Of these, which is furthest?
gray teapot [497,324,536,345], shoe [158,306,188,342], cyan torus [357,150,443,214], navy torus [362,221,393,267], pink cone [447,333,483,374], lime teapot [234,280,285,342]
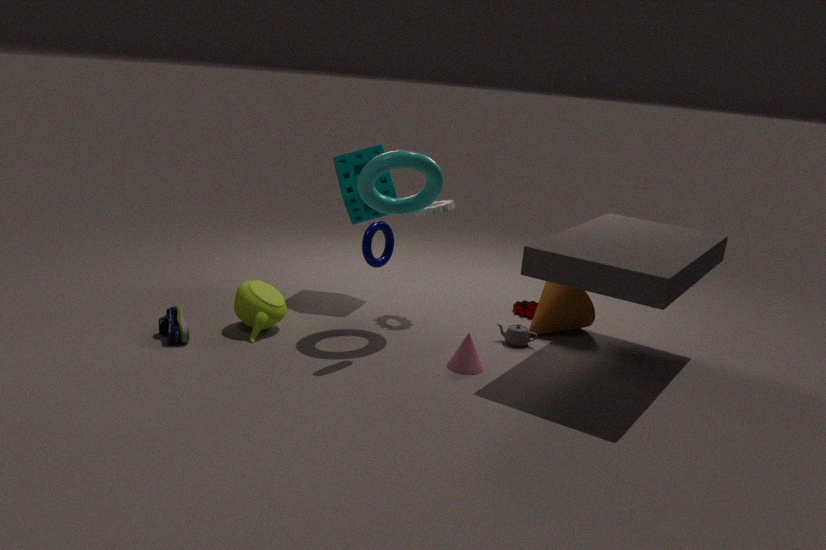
gray teapot [497,324,536,345]
